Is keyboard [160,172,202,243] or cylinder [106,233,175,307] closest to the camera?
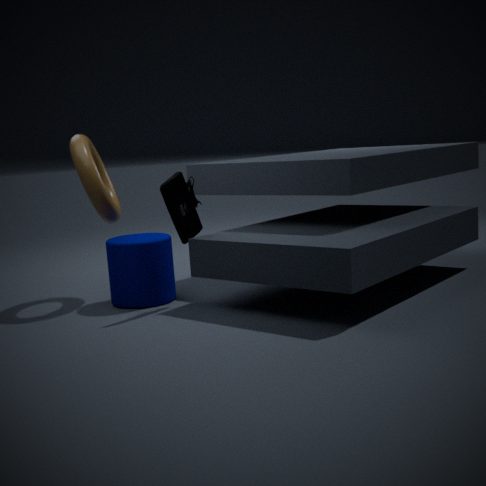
keyboard [160,172,202,243]
